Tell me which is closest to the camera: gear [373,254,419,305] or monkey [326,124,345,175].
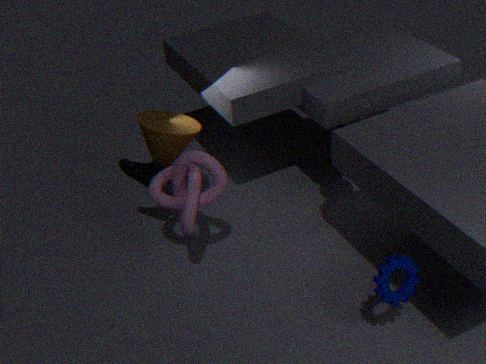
gear [373,254,419,305]
